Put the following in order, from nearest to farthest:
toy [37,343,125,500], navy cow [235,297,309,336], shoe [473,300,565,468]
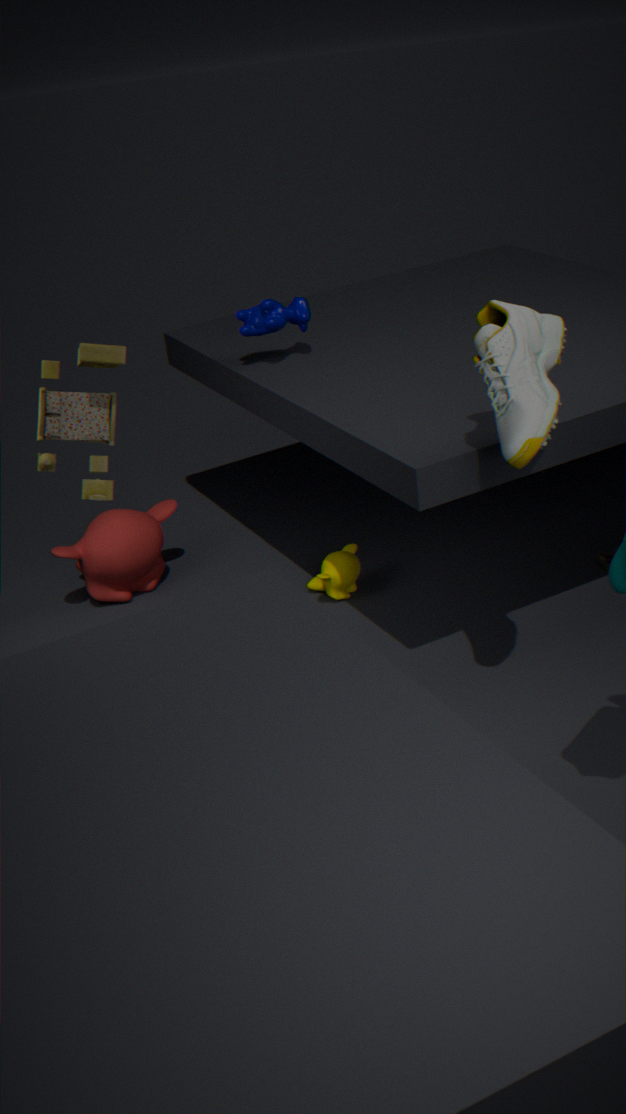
shoe [473,300,565,468], toy [37,343,125,500], navy cow [235,297,309,336]
